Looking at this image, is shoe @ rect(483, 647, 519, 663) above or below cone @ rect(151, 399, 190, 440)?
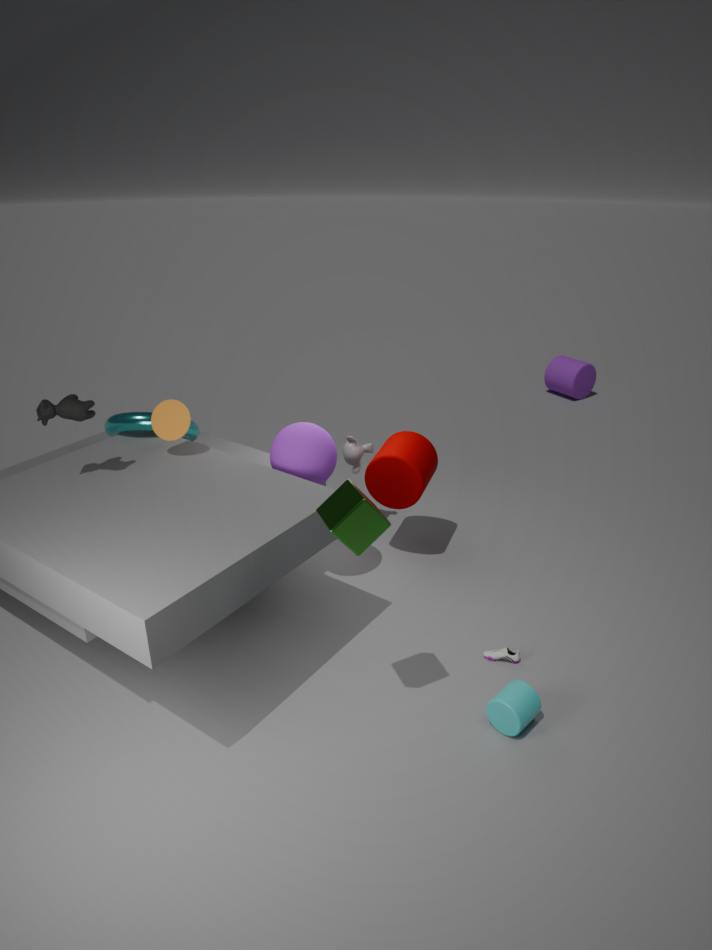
below
